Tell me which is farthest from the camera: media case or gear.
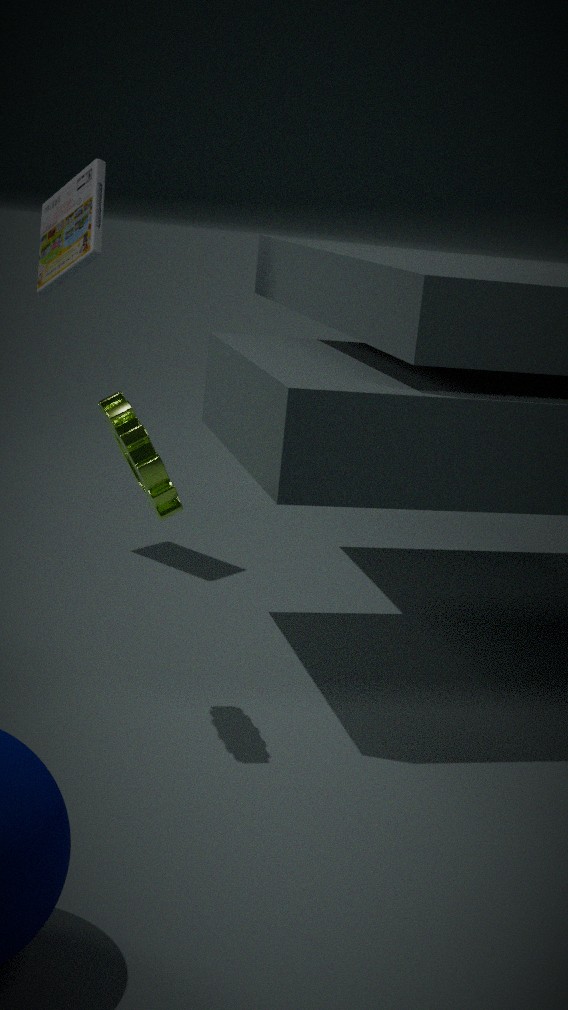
media case
